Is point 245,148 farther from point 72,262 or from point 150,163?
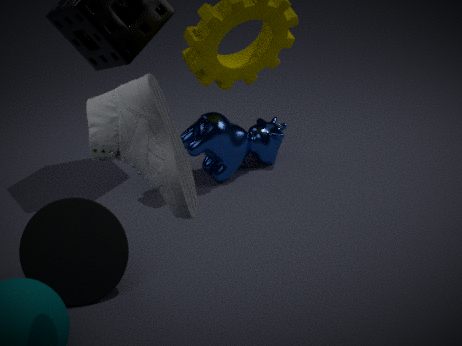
point 150,163
